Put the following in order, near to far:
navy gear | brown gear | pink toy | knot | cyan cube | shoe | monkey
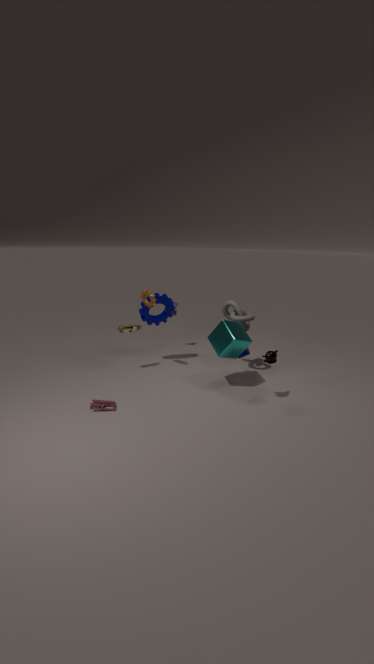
1. pink toy
2. monkey
3. cyan cube
4. brown gear
5. knot
6. shoe
7. navy gear
